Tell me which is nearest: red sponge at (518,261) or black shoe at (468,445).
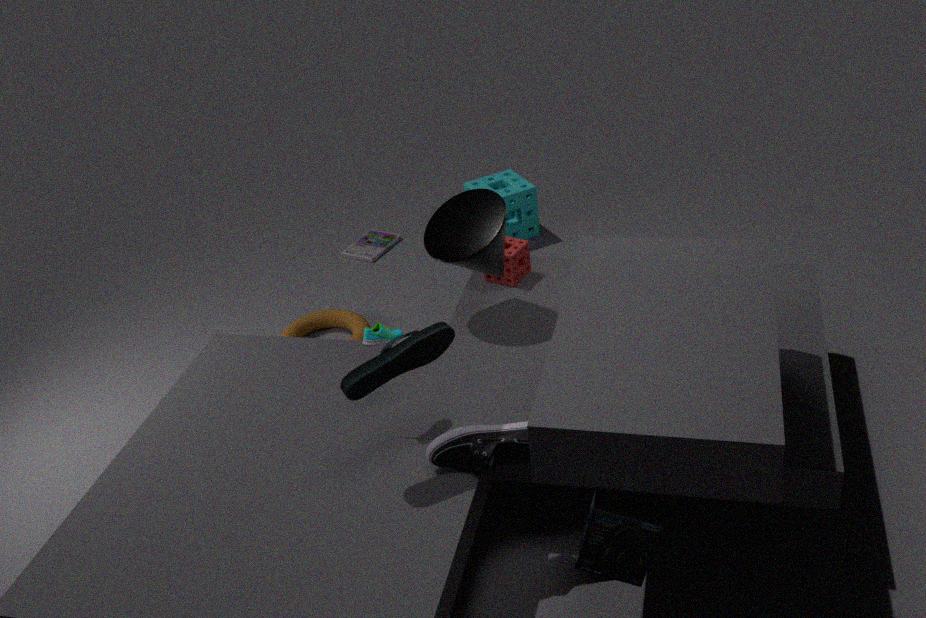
black shoe at (468,445)
